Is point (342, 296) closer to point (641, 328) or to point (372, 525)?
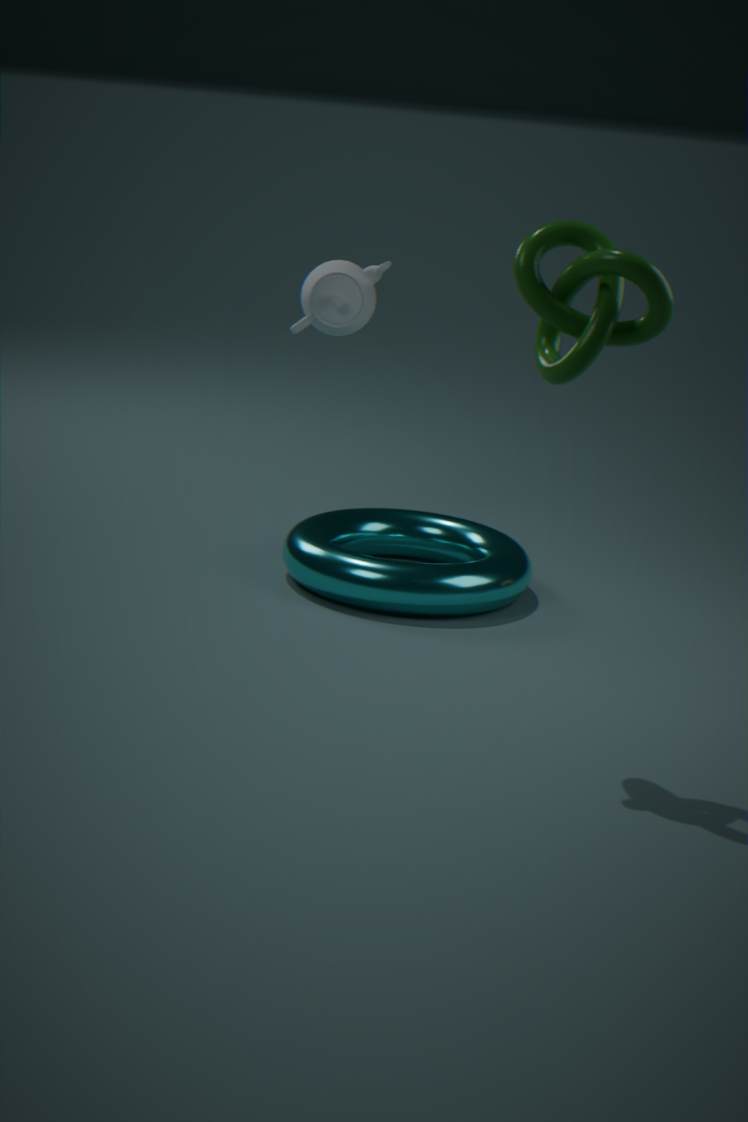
point (372, 525)
